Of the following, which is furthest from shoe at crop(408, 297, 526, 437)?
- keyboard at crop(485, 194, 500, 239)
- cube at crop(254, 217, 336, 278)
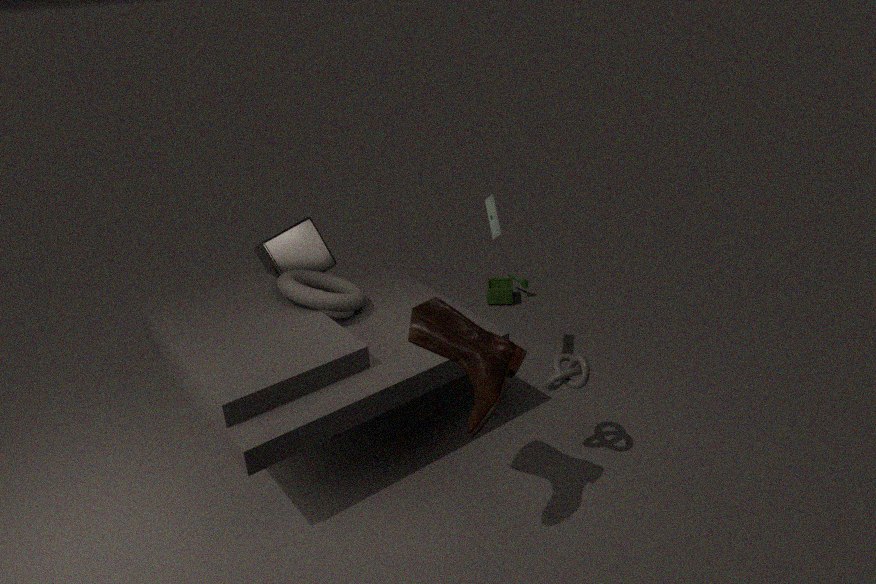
cube at crop(254, 217, 336, 278)
